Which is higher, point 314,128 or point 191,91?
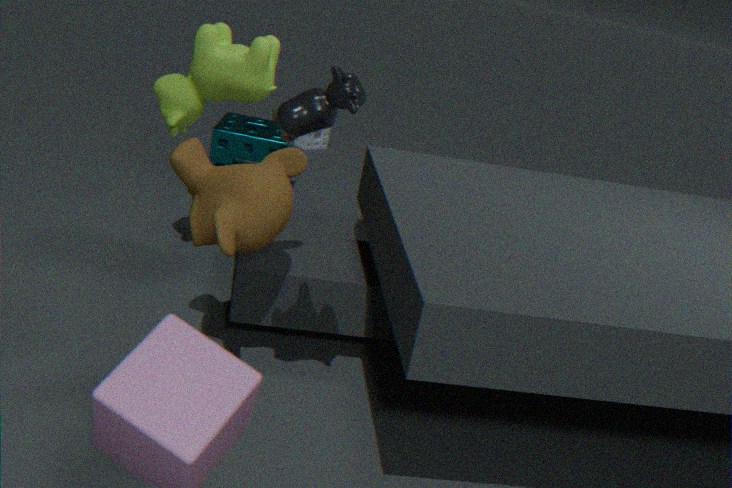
point 314,128
